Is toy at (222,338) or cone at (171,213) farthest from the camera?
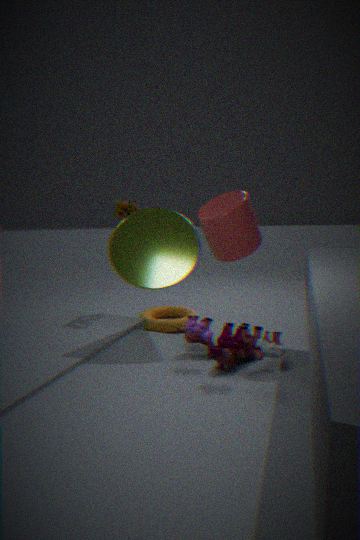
cone at (171,213)
